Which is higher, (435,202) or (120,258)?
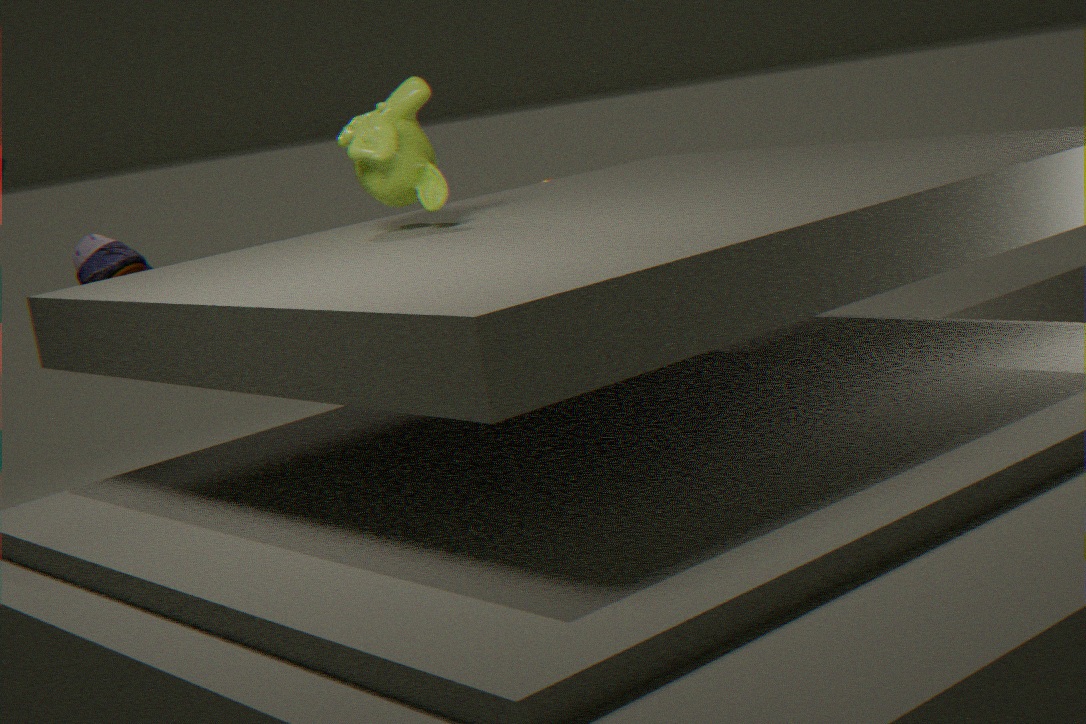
(435,202)
